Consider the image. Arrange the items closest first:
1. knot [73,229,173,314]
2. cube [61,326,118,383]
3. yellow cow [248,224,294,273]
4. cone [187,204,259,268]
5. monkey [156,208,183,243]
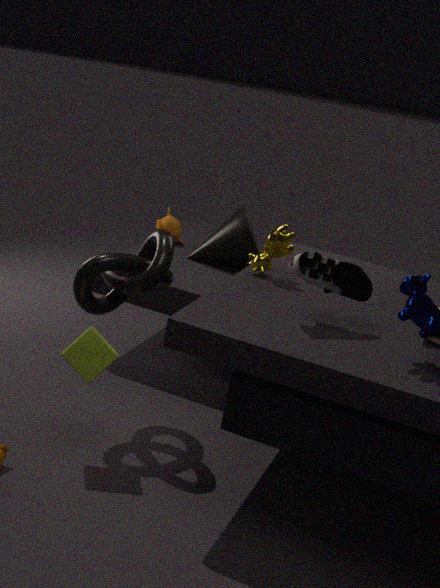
cube [61,326,118,383], knot [73,229,173,314], yellow cow [248,224,294,273], cone [187,204,259,268], monkey [156,208,183,243]
